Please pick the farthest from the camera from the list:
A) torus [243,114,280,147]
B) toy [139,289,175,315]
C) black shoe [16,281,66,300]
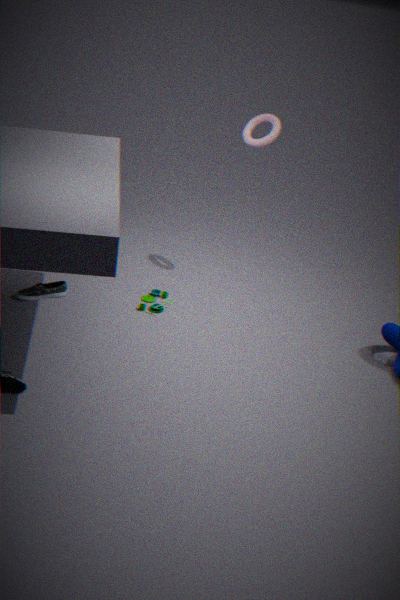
torus [243,114,280,147]
